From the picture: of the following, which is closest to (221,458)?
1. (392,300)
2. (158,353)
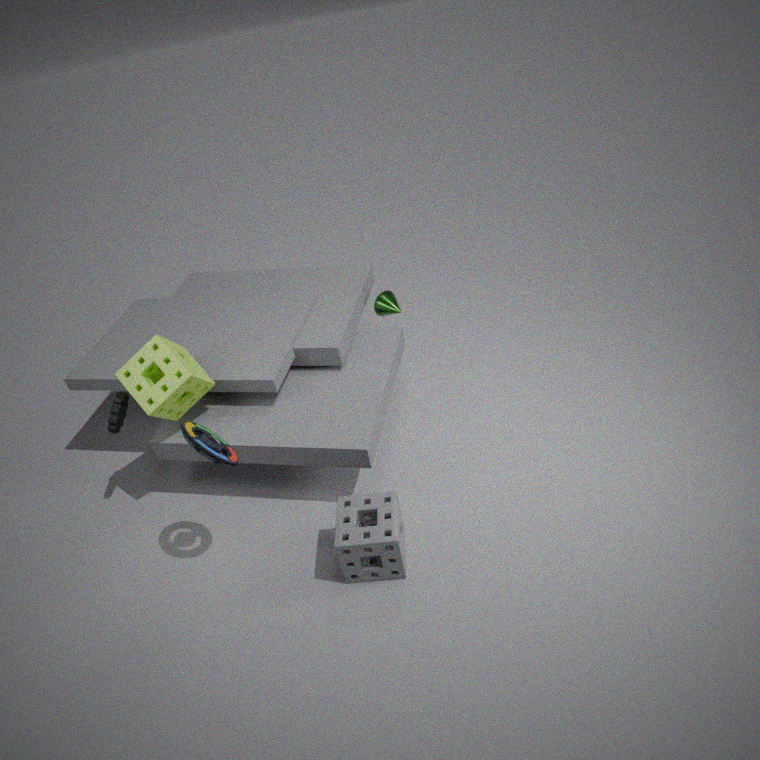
(158,353)
